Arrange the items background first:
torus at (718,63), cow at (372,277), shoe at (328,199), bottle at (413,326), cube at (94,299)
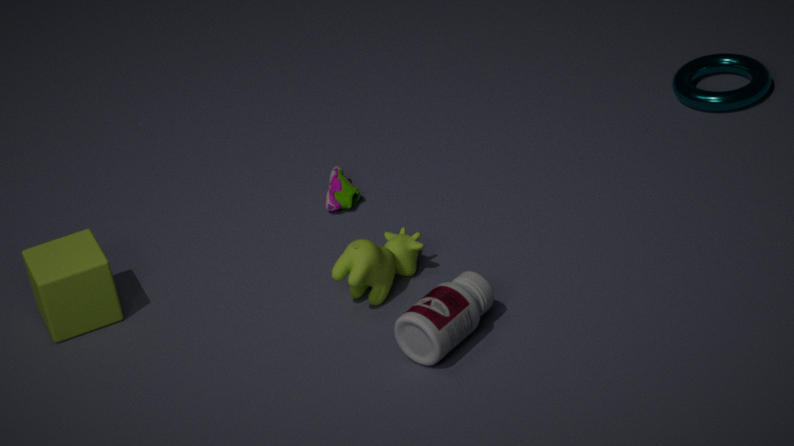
torus at (718,63)
shoe at (328,199)
cube at (94,299)
cow at (372,277)
bottle at (413,326)
